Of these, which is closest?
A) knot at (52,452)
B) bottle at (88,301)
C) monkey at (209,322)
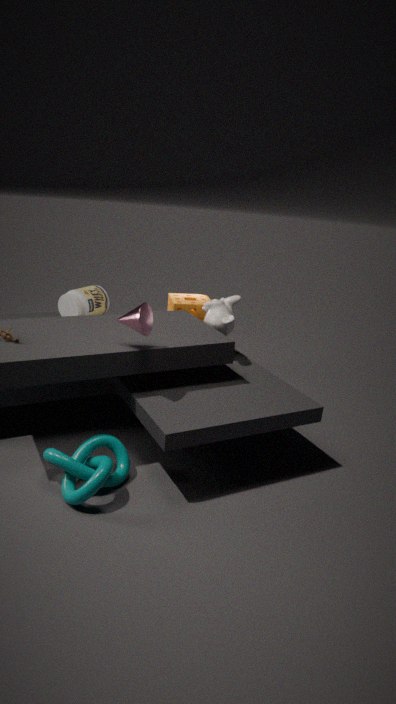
knot at (52,452)
